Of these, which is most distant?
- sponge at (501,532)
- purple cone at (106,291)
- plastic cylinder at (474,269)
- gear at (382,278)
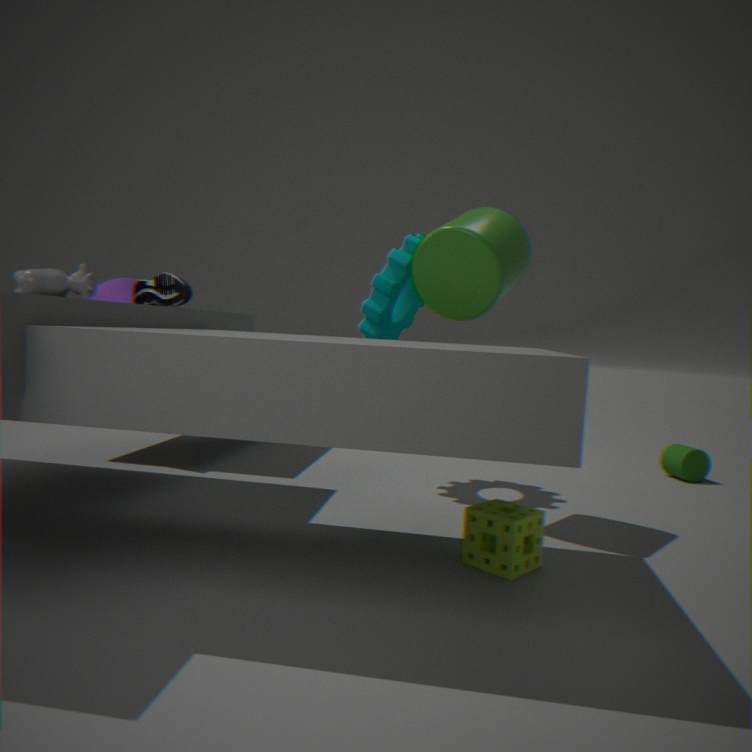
purple cone at (106,291)
